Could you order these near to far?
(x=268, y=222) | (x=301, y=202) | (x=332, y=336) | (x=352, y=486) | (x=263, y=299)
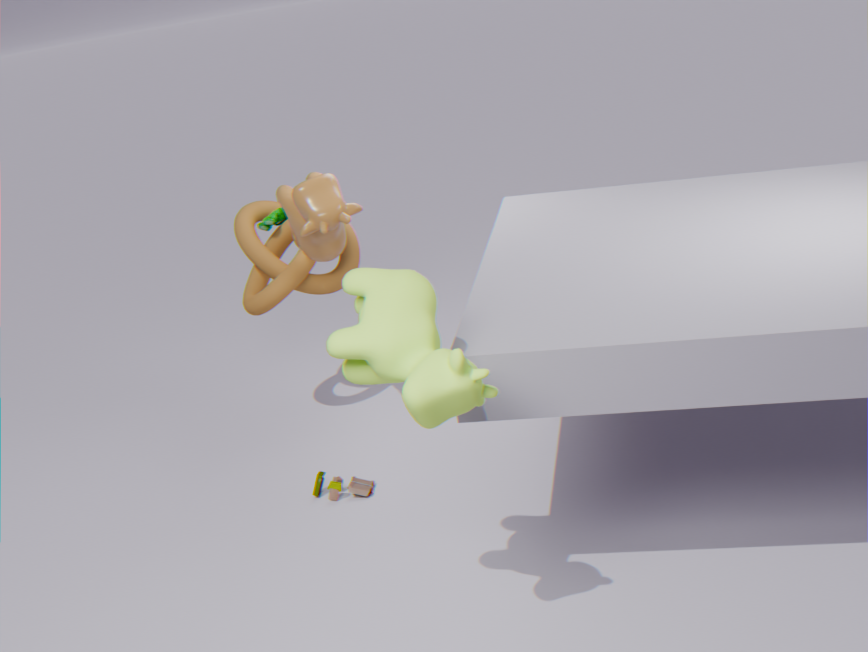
1. (x=332, y=336)
2. (x=301, y=202)
3. (x=352, y=486)
4. (x=263, y=299)
5. (x=268, y=222)
